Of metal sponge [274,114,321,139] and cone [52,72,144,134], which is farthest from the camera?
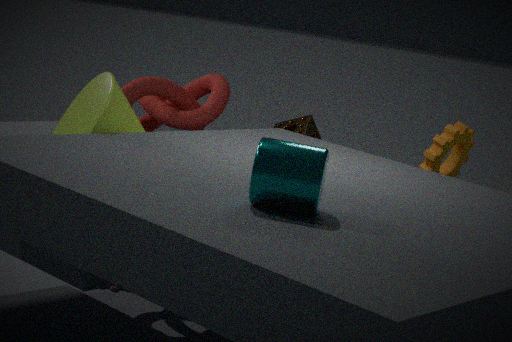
metal sponge [274,114,321,139]
